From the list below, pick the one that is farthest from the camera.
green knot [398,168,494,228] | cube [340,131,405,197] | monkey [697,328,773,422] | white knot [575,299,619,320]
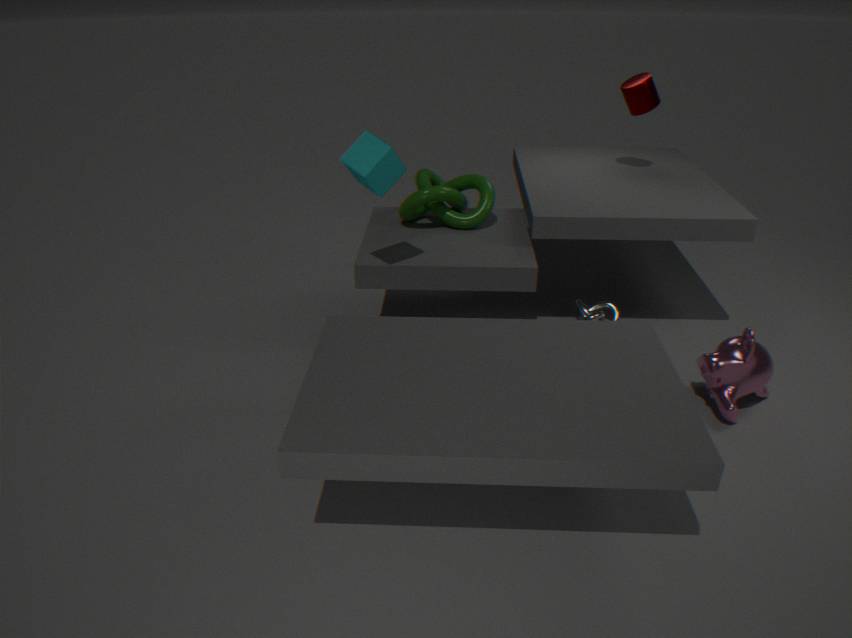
white knot [575,299,619,320]
